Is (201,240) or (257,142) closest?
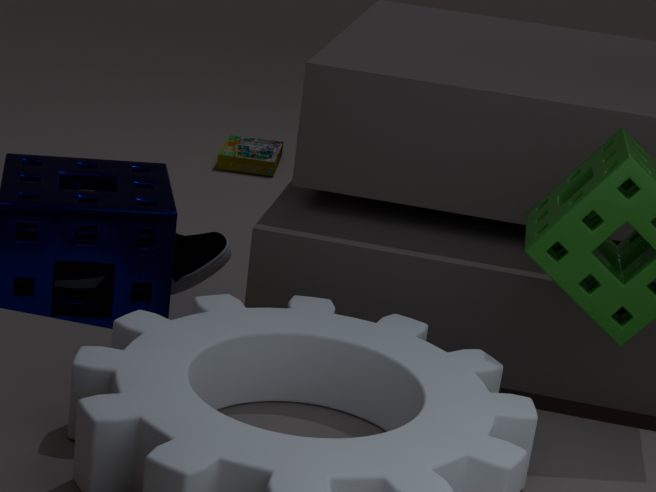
(201,240)
